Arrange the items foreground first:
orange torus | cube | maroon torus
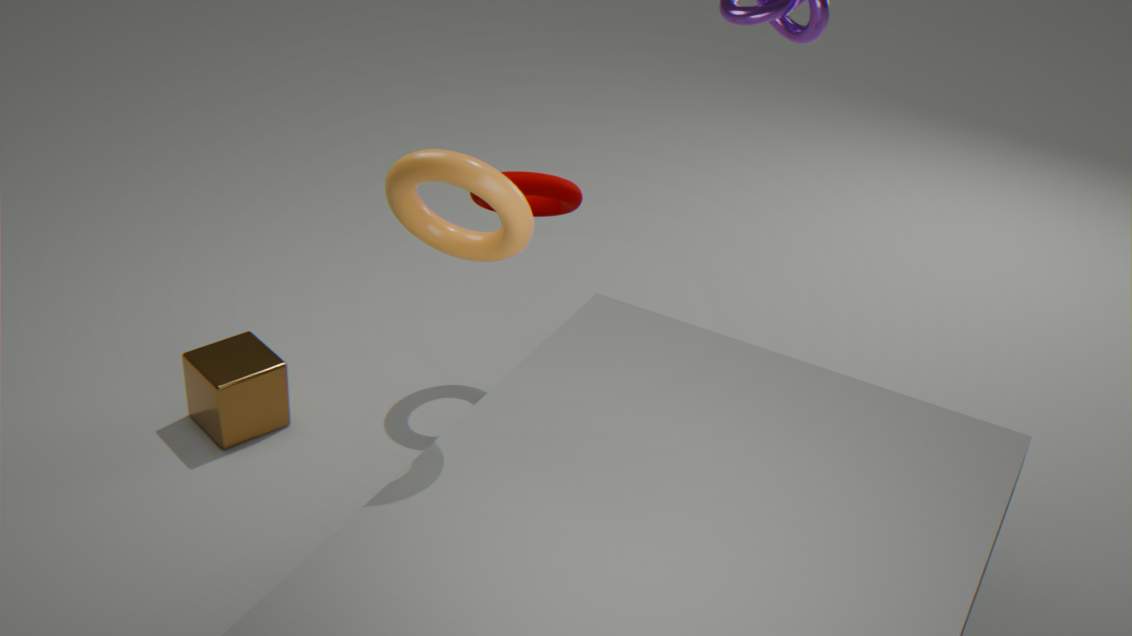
orange torus
cube
maroon torus
